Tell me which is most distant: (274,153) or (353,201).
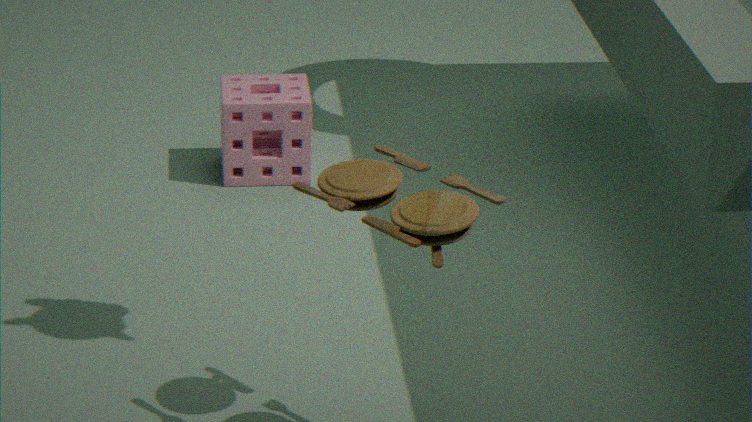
(274,153)
